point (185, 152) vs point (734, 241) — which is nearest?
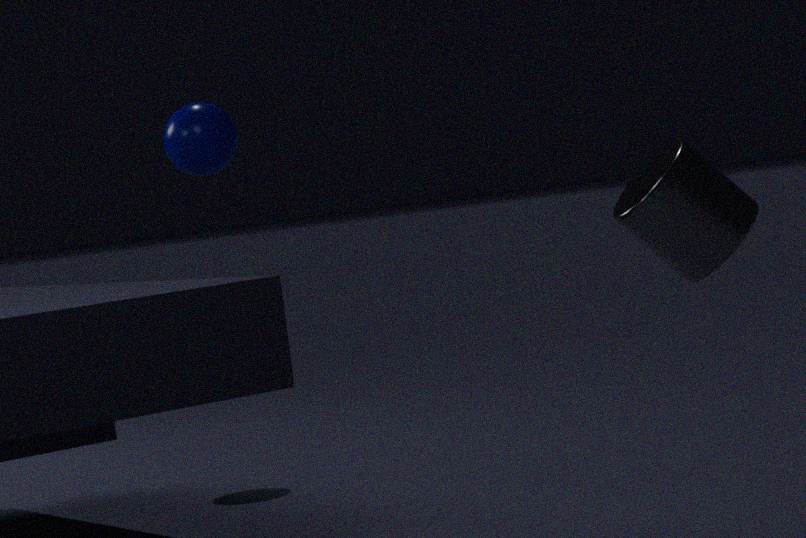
point (734, 241)
